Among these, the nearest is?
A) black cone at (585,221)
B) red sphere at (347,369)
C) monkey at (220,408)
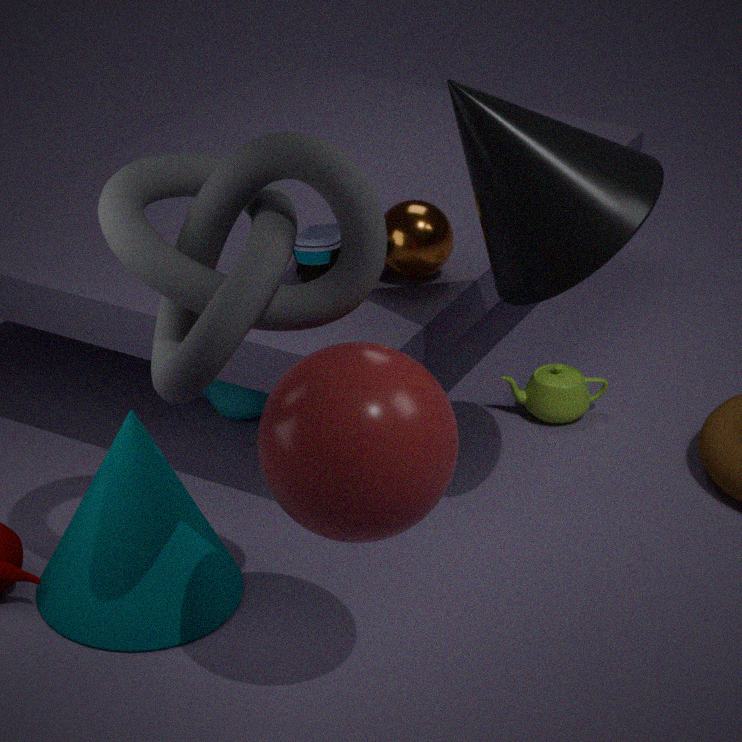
red sphere at (347,369)
